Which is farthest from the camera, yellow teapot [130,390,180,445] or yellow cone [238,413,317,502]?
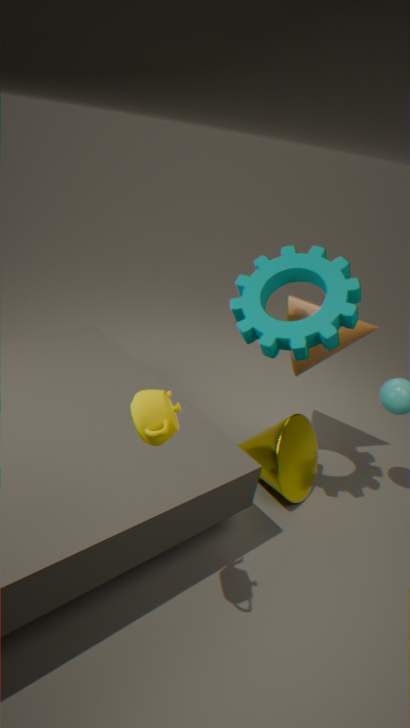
yellow cone [238,413,317,502]
